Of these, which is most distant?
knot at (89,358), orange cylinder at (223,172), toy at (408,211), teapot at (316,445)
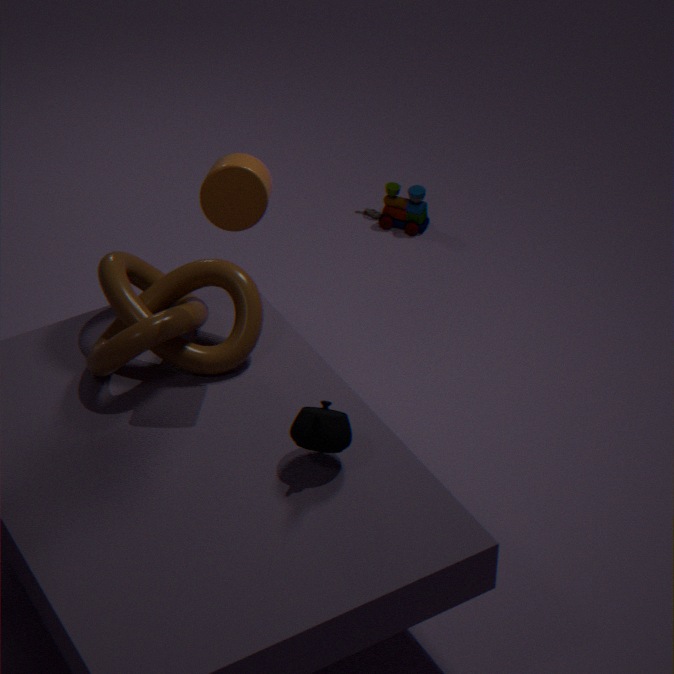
toy at (408,211)
